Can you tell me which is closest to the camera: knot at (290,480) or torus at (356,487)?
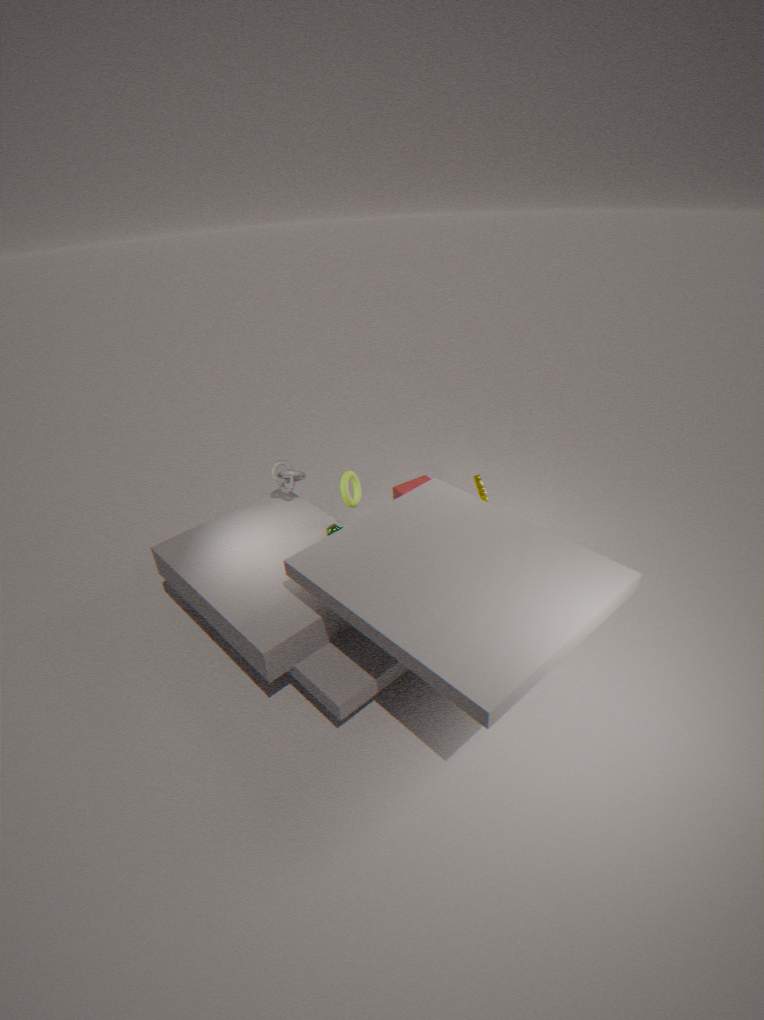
torus at (356,487)
